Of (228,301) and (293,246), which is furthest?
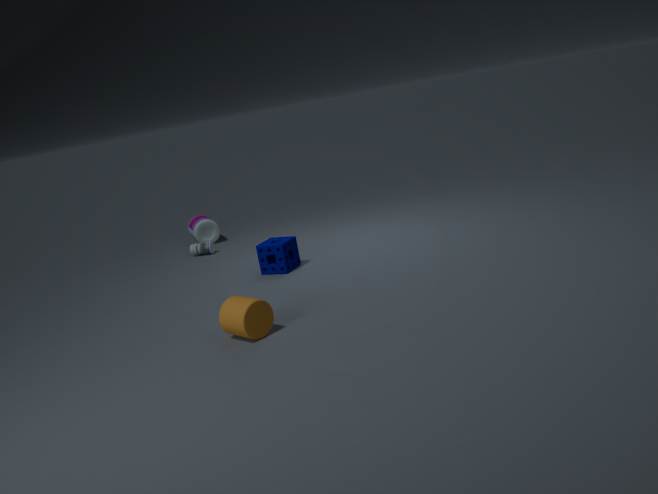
(293,246)
